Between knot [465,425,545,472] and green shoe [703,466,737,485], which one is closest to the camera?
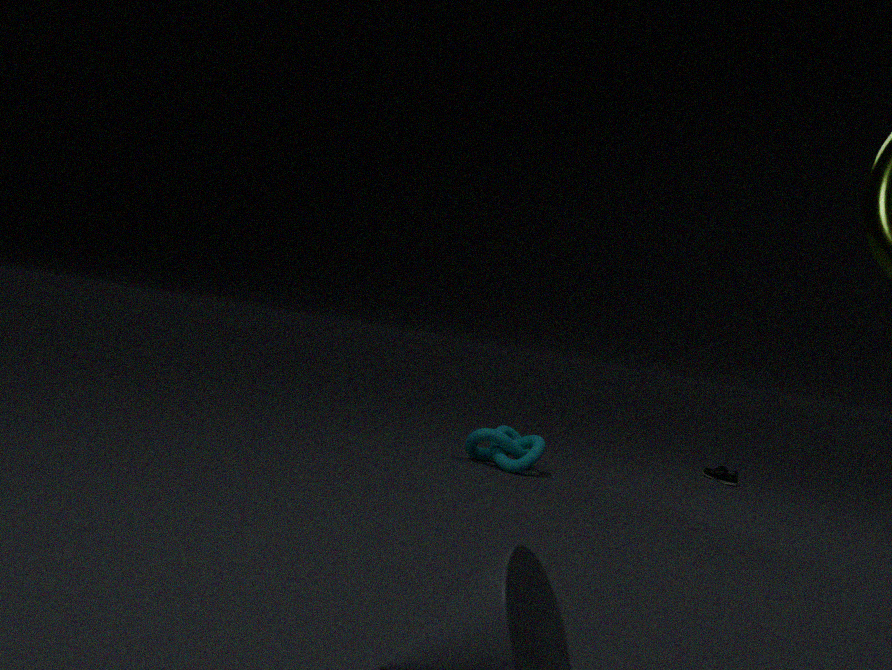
knot [465,425,545,472]
